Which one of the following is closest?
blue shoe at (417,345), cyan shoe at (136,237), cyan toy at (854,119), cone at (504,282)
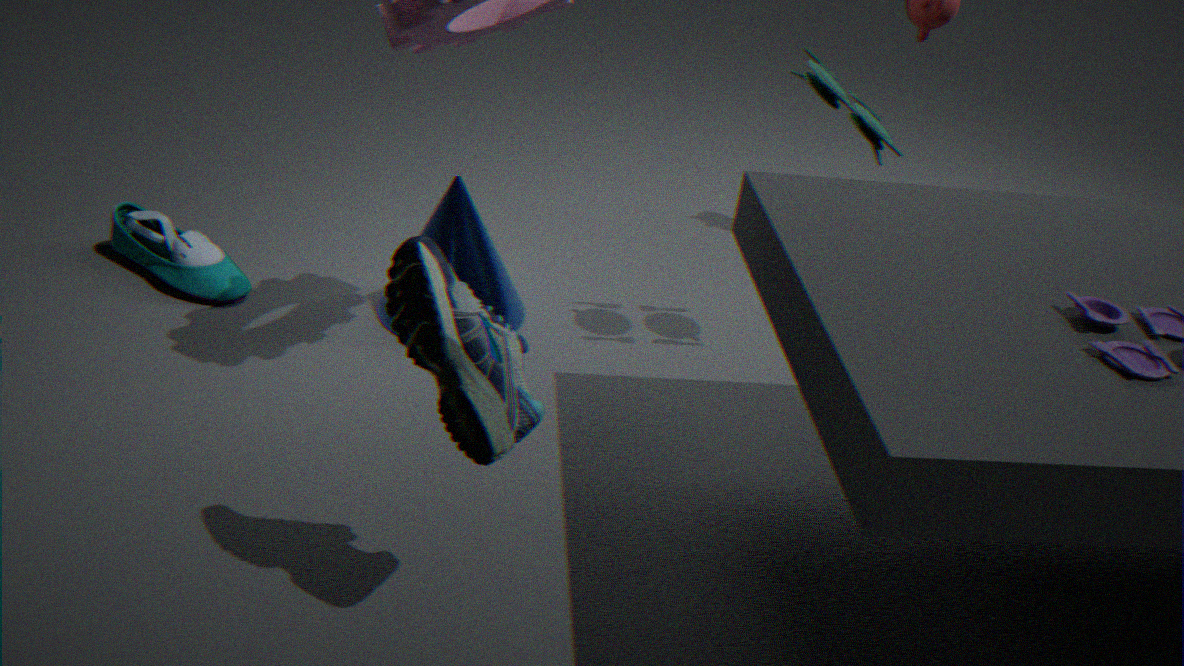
blue shoe at (417,345)
